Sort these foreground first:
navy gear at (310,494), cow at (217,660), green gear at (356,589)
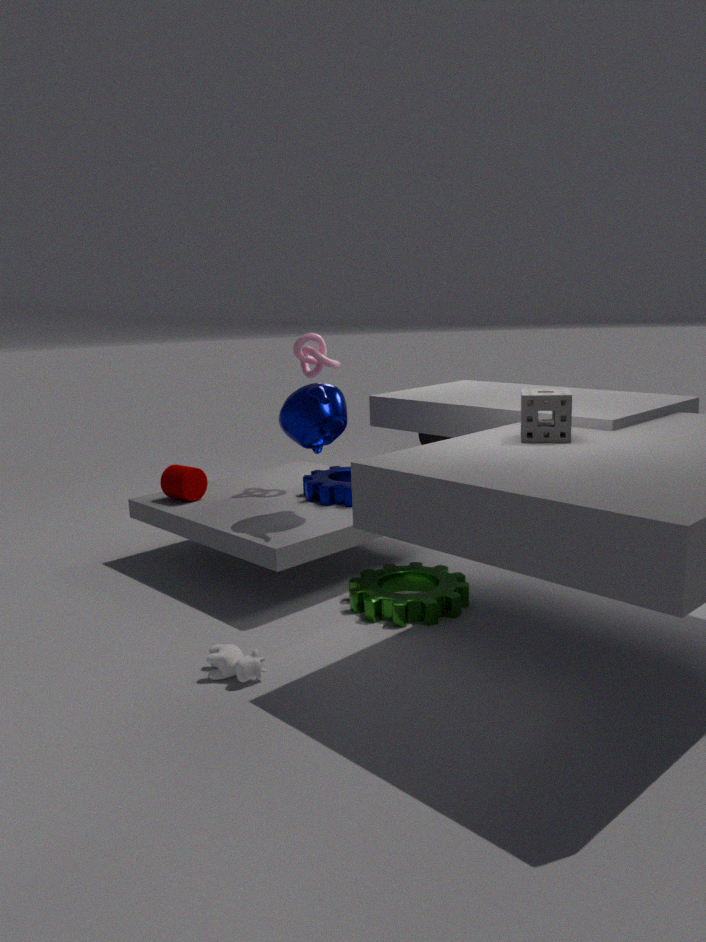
cow at (217,660) < green gear at (356,589) < navy gear at (310,494)
